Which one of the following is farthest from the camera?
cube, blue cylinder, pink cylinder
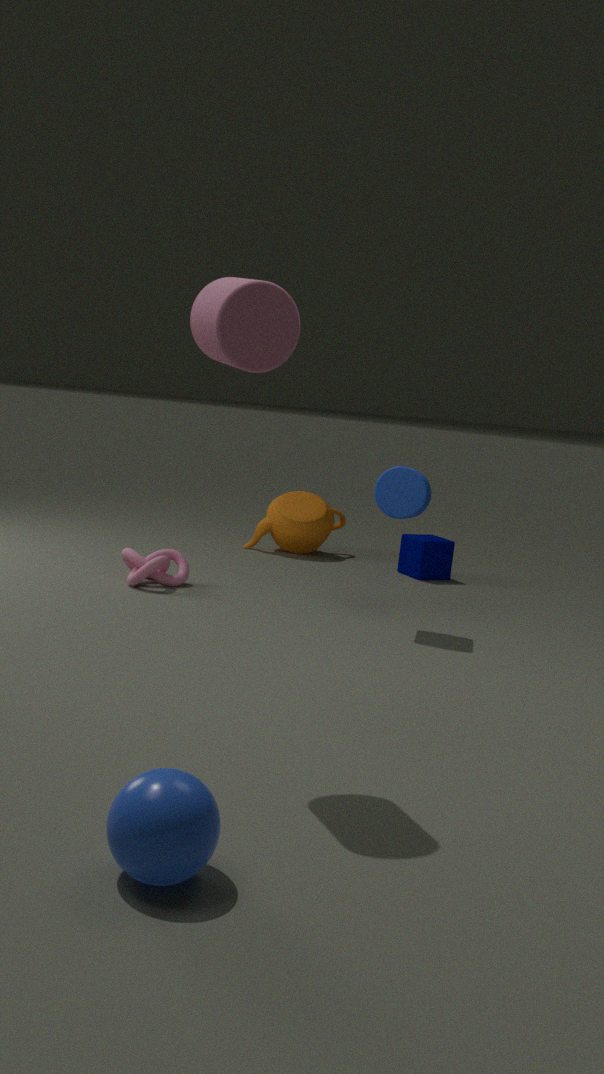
cube
